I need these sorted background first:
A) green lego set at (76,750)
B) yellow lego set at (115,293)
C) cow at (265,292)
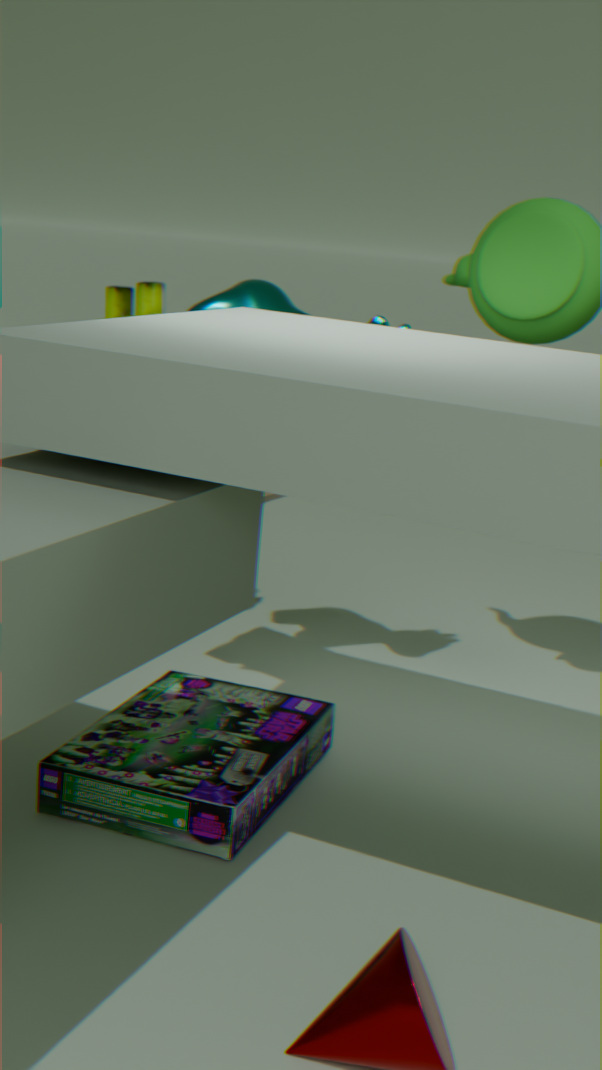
1. yellow lego set at (115,293)
2. cow at (265,292)
3. green lego set at (76,750)
